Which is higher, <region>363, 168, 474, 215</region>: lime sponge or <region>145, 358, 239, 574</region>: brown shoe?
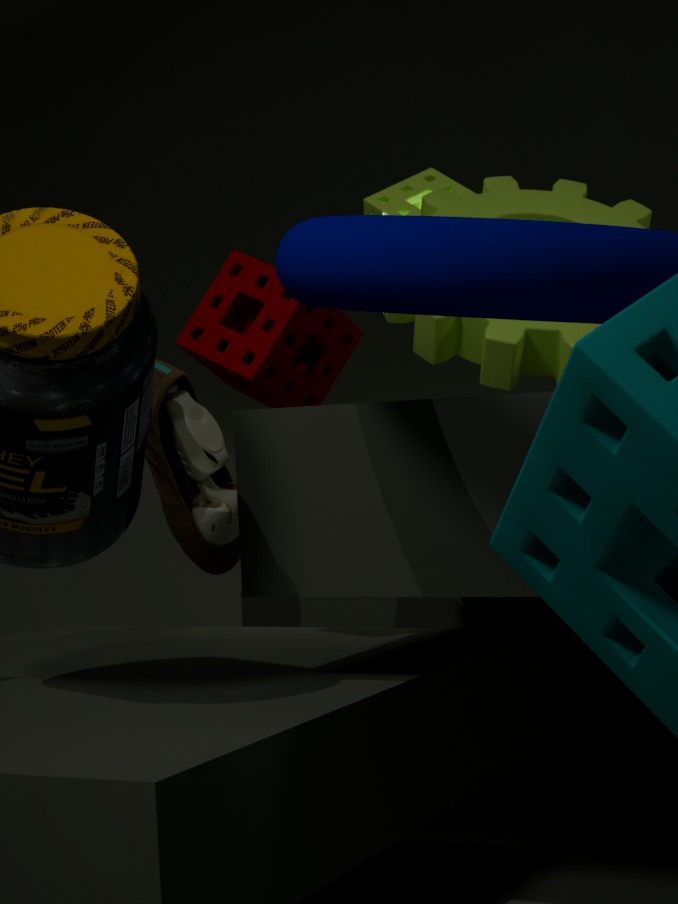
<region>363, 168, 474, 215</region>: lime sponge
